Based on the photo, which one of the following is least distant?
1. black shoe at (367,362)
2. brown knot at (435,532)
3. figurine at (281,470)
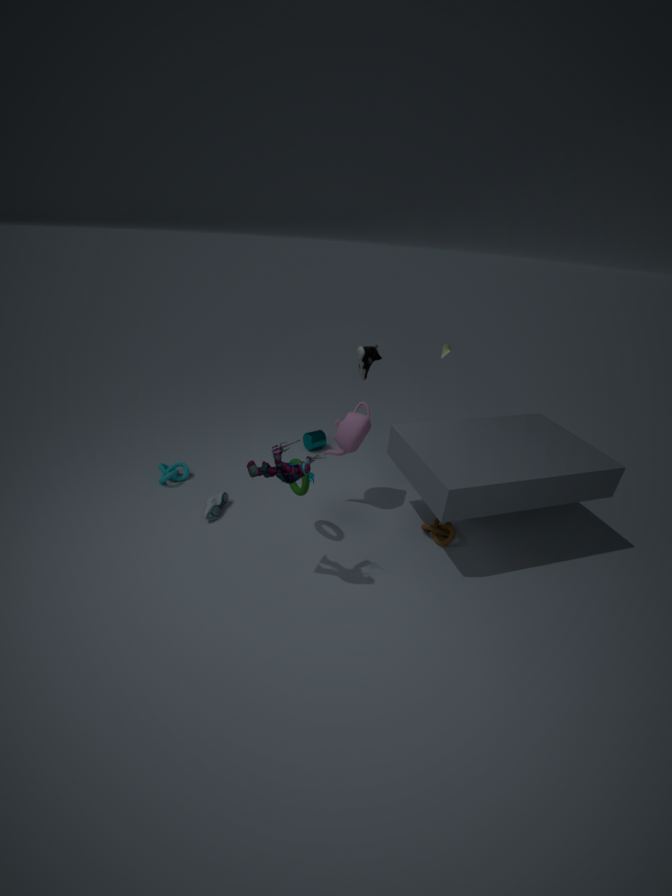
figurine at (281,470)
